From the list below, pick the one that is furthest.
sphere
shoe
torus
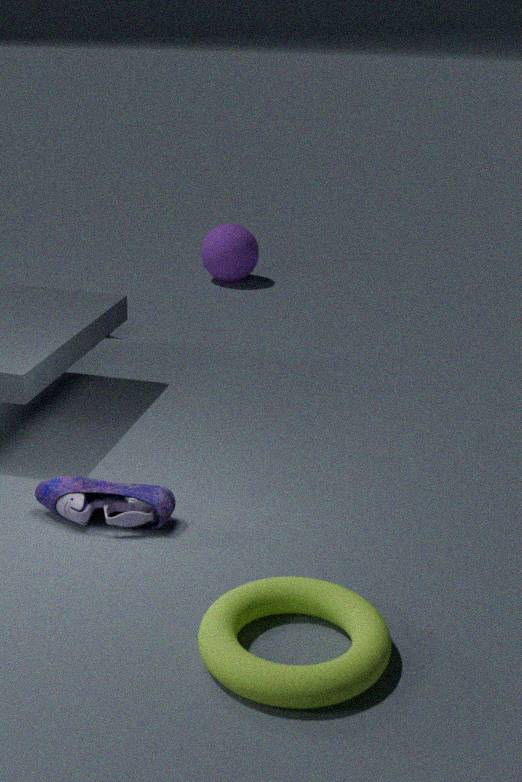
sphere
